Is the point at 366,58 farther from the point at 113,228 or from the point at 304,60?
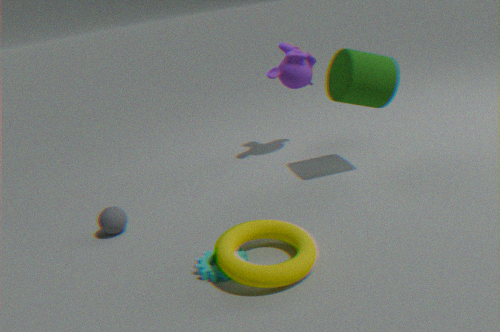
the point at 113,228
